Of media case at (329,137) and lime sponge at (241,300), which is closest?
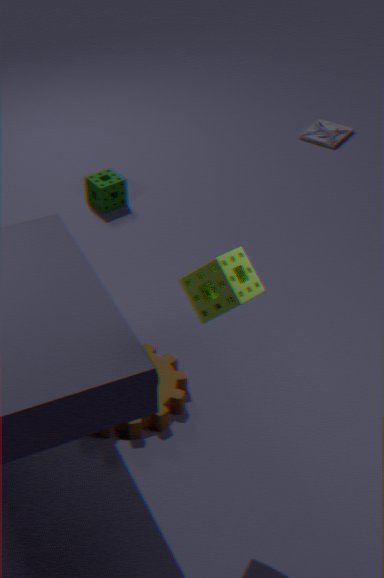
lime sponge at (241,300)
